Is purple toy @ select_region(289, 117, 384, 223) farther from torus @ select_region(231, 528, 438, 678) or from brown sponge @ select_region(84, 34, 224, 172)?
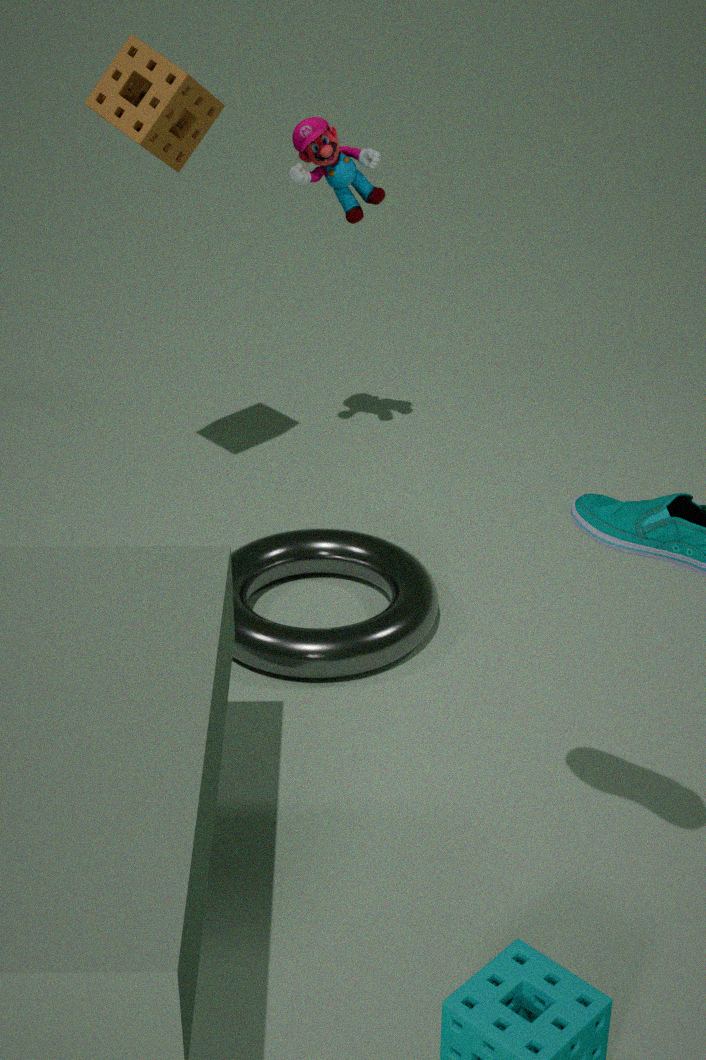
torus @ select_region(231, 528, 438, 678)
